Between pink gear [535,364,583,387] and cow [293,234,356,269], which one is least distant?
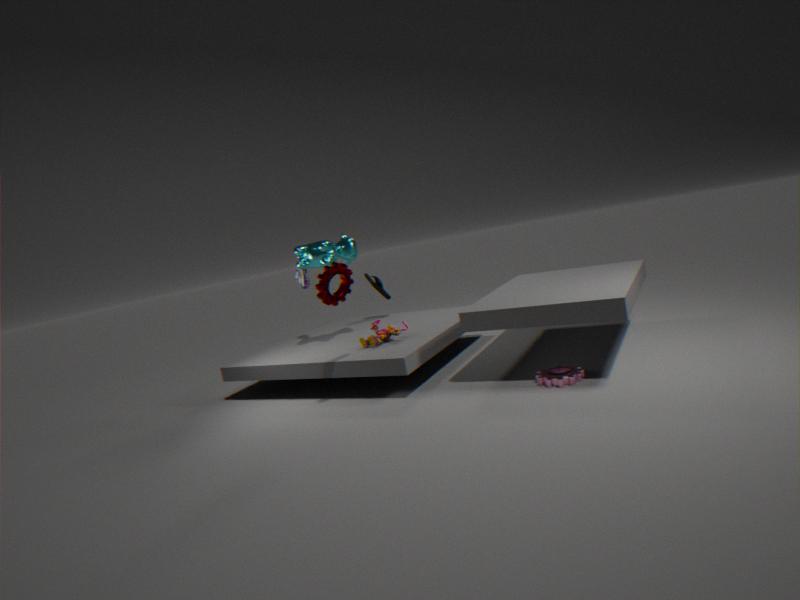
pink gear [535,364,583,387]
